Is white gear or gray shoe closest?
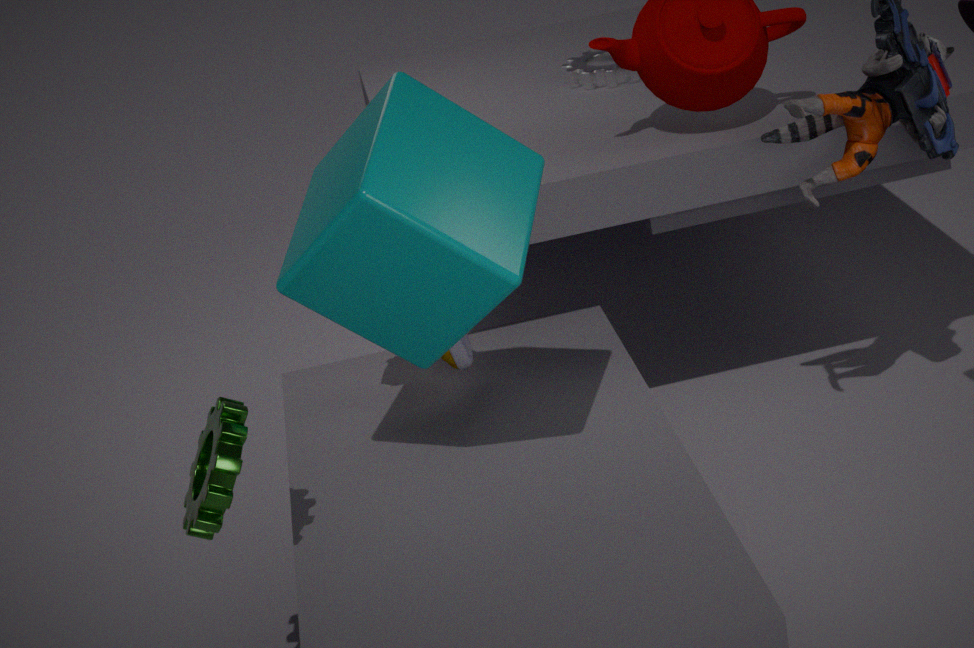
gray shoe
